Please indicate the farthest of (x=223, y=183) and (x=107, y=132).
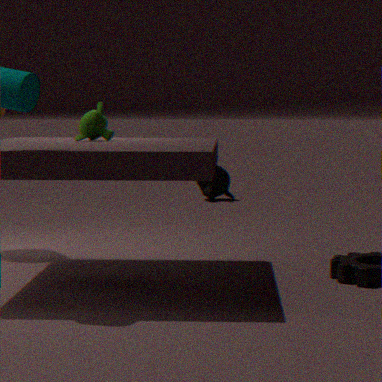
(x=223, y=183)
